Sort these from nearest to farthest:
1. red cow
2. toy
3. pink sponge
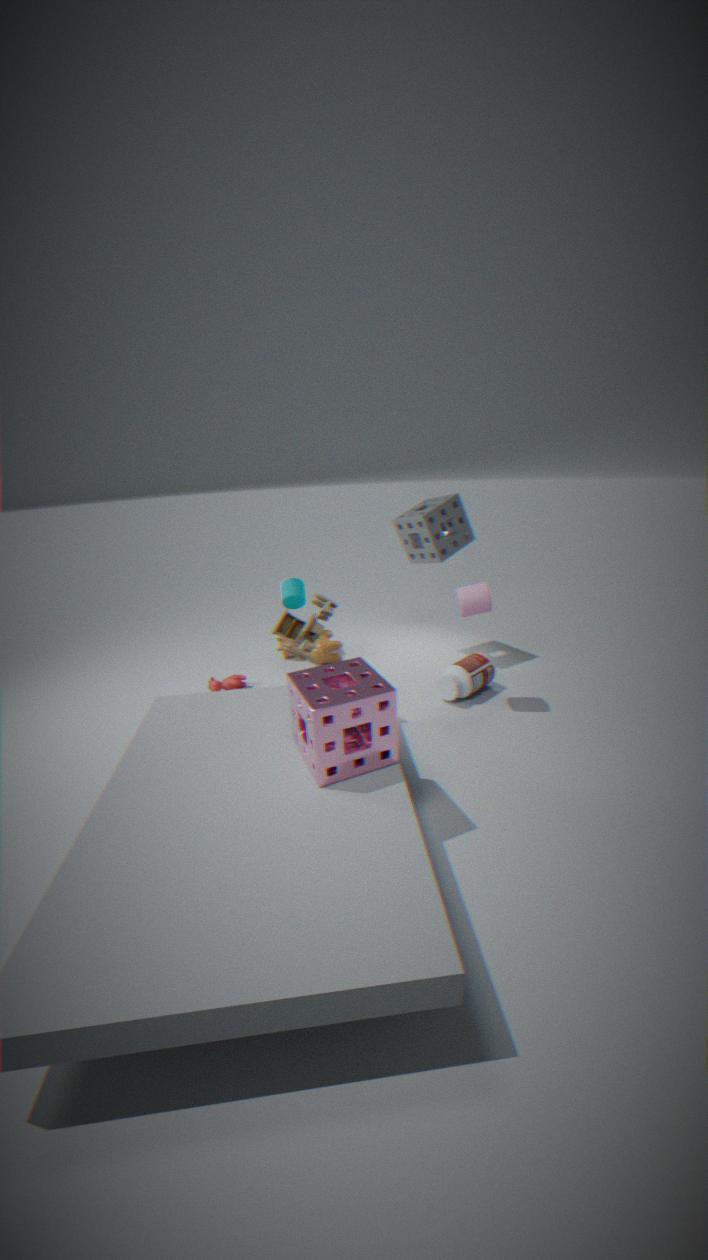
pink sponge
toy
red cow
